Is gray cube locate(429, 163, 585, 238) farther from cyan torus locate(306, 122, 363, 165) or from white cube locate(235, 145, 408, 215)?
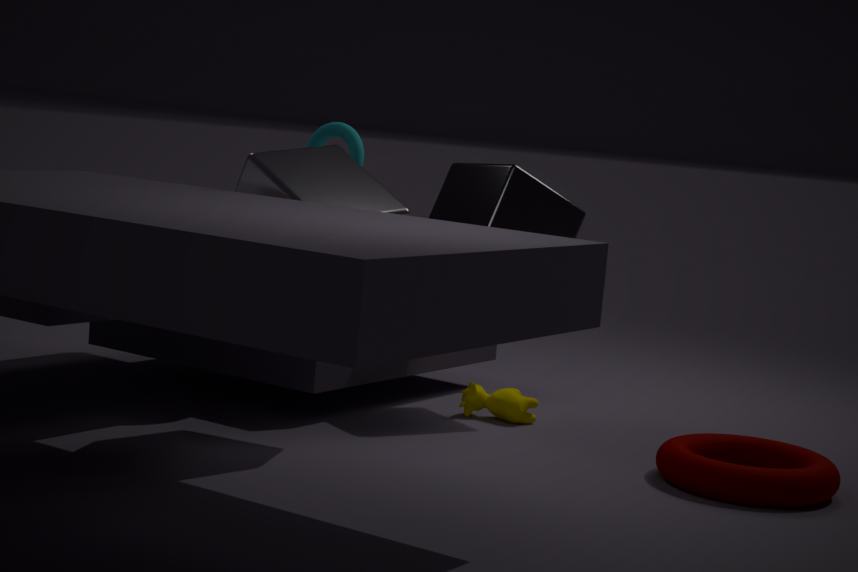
cyan torus locate(306, 122, 363, 165)
